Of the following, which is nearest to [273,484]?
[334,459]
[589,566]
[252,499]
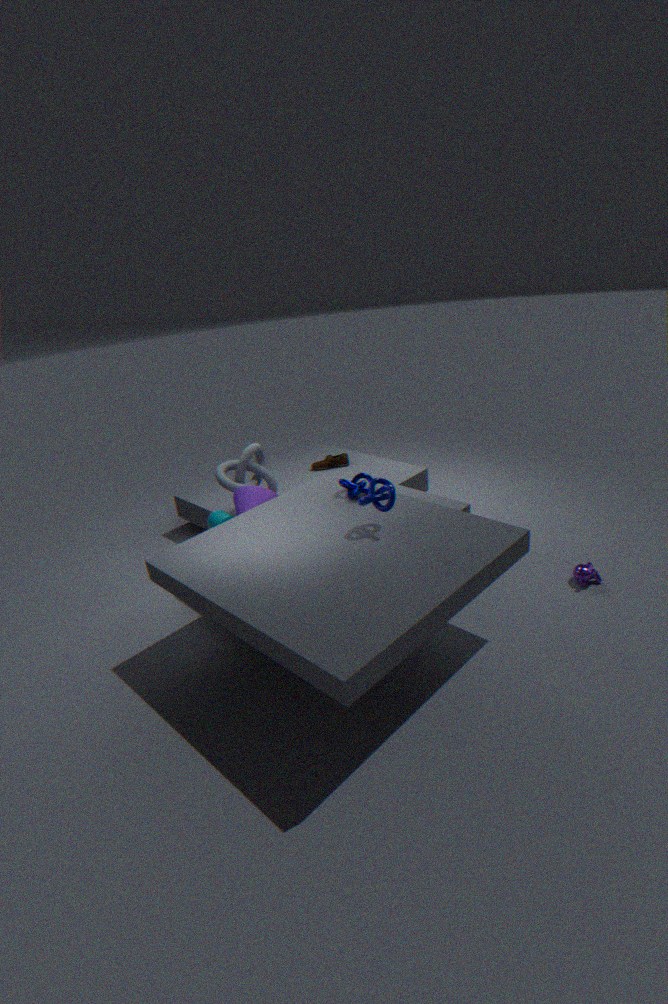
[252,499]
